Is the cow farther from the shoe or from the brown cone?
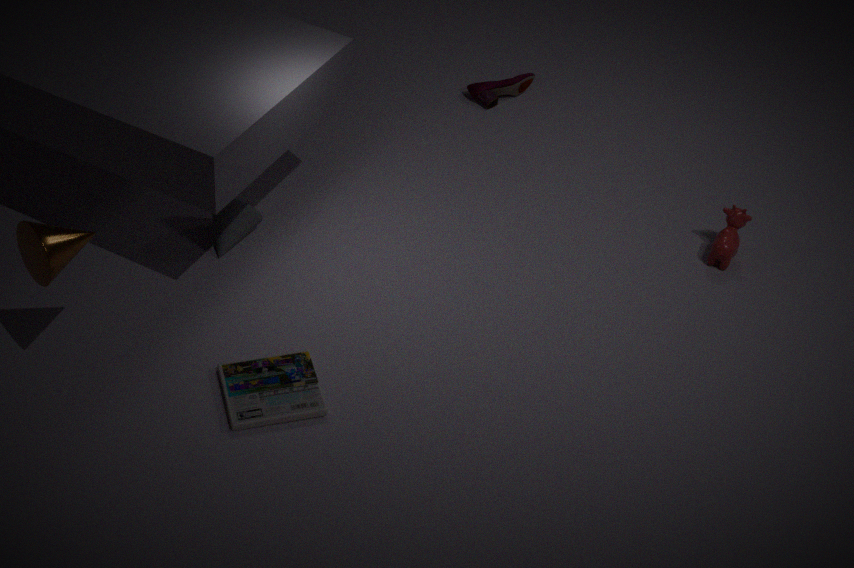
the brown cone
